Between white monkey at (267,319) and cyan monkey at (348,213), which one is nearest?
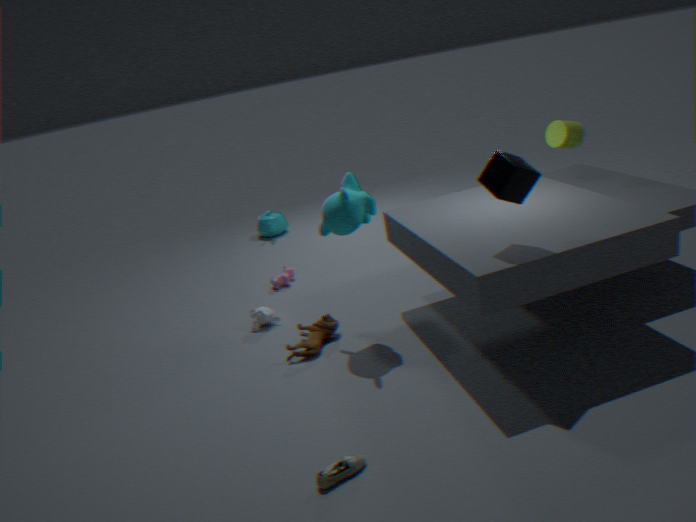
cyan monkey at (348,213)
